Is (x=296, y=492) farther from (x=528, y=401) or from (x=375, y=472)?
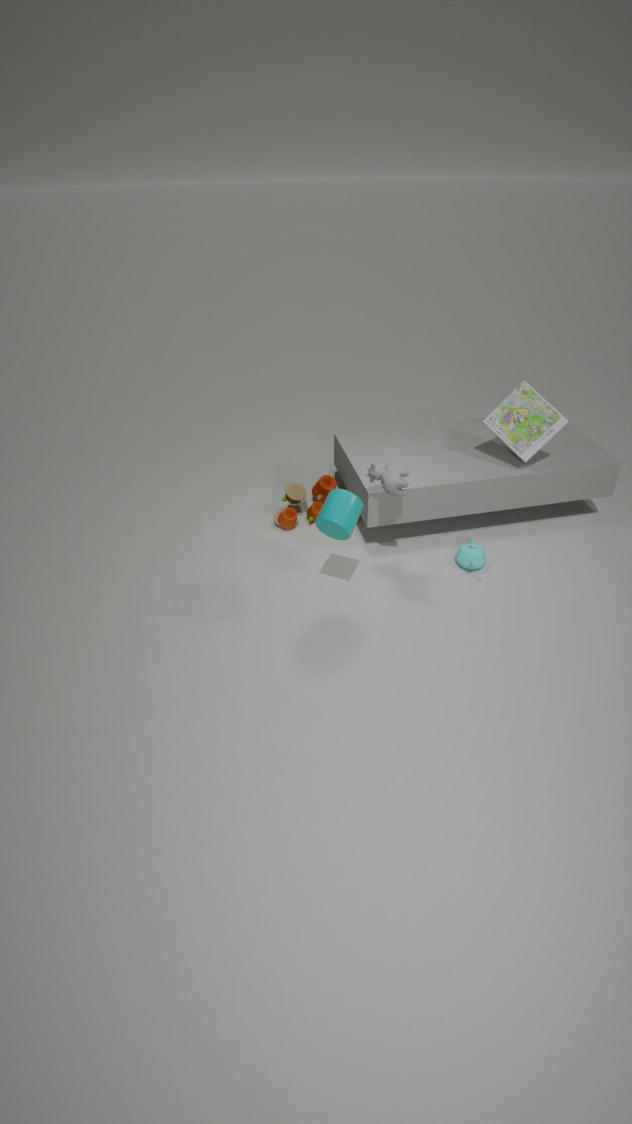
(x=528, y=401)
